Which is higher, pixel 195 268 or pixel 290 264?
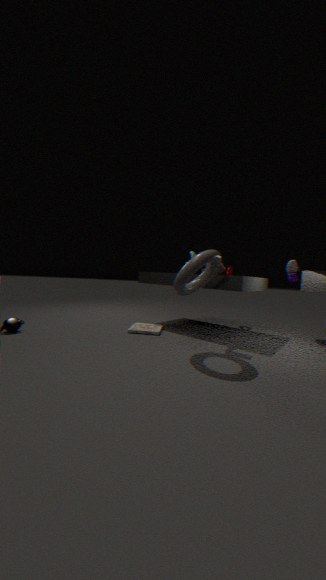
pixel 290 264
